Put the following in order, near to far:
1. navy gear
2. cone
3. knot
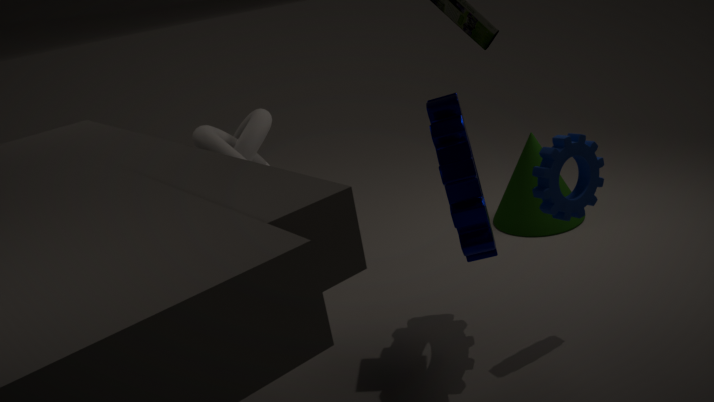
navy gear, knot, cone
